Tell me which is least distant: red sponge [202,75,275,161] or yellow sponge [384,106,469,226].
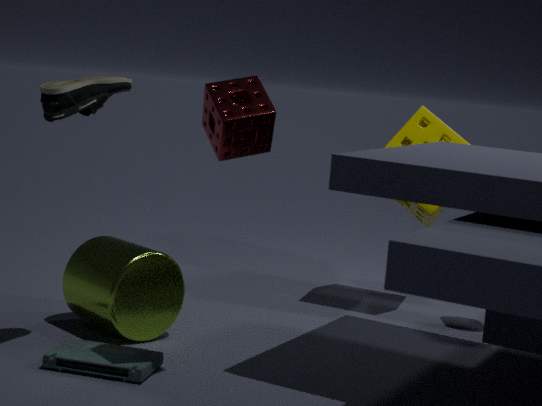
red sponge [202,75,275,161]
